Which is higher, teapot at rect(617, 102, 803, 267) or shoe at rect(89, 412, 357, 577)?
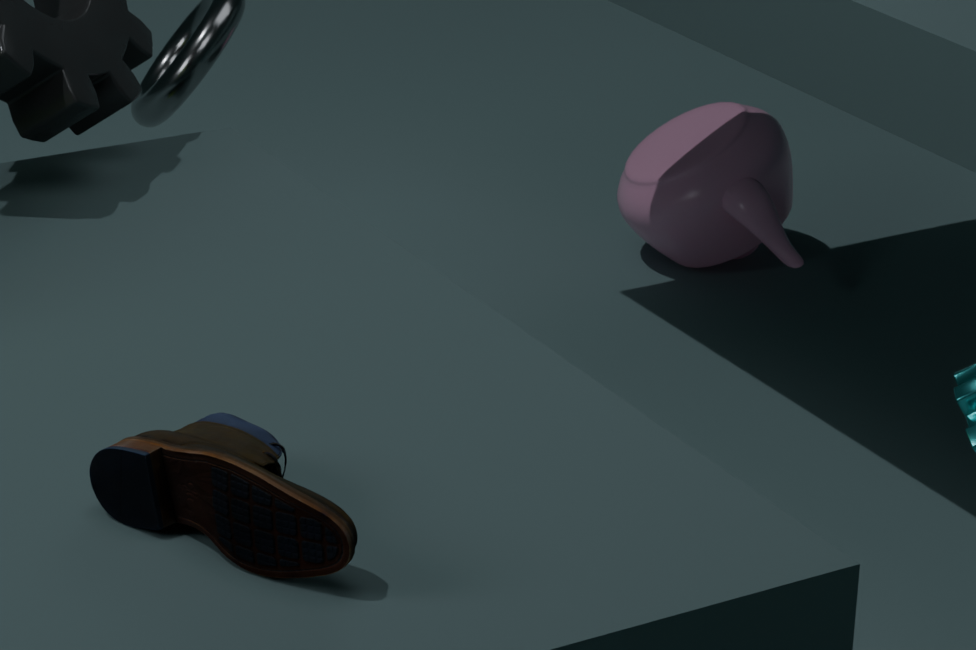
shoe at rect(89, 412, 357, 577)
